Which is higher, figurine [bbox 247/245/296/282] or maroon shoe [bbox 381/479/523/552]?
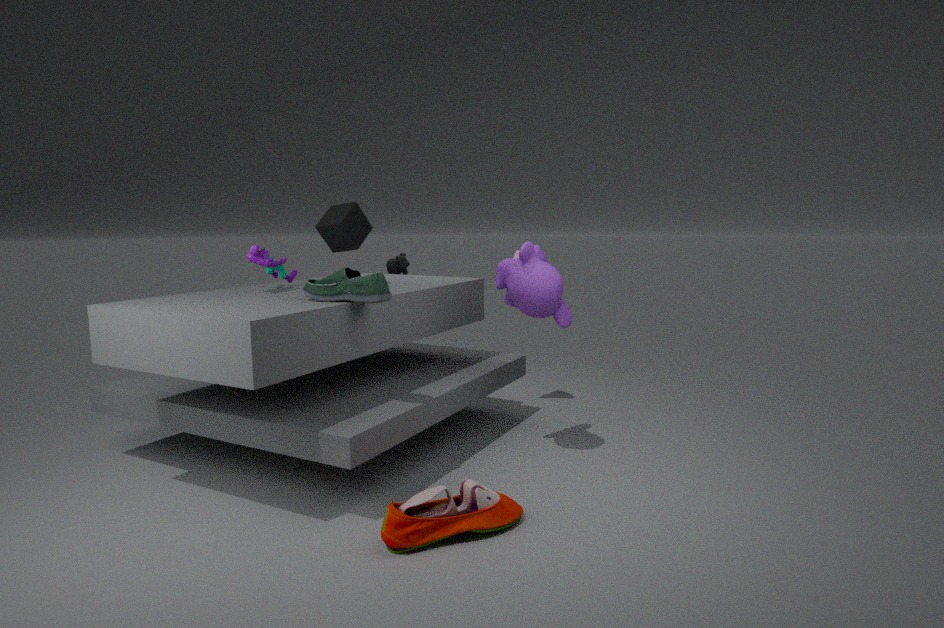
figurine [bbox 247/245/296/282]
